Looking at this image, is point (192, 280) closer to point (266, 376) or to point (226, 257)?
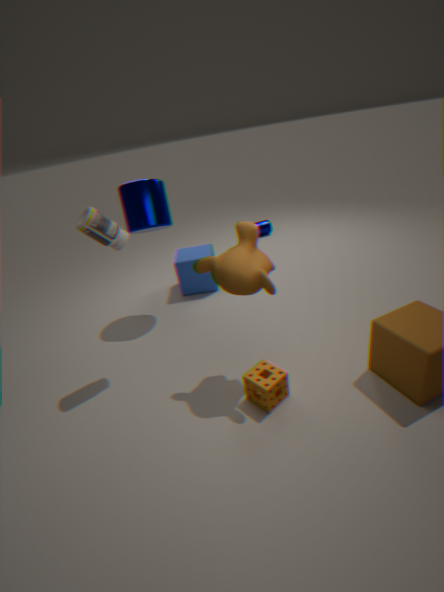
point (226, 257)
